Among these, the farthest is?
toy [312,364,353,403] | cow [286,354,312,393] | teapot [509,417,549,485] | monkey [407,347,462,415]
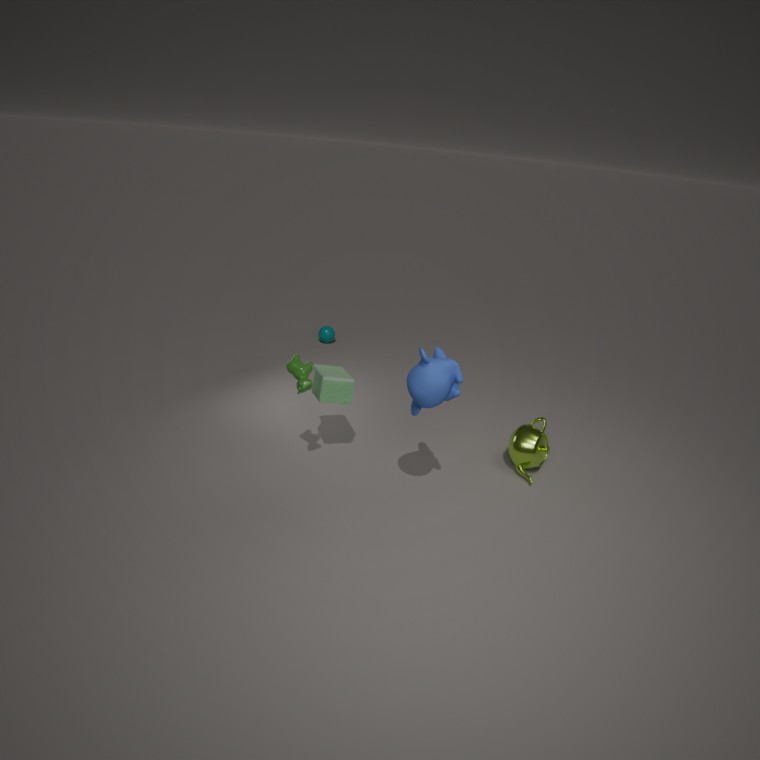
teapot [509,417,549,485]
